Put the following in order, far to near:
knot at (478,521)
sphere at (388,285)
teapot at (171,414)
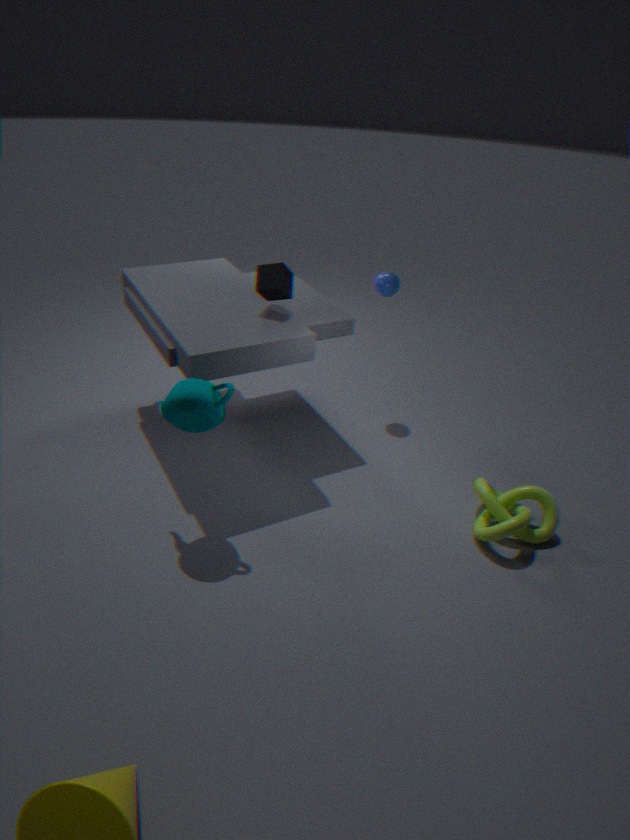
sphere at (388,285)
knot at (478,521)
teapot at (171,414)
